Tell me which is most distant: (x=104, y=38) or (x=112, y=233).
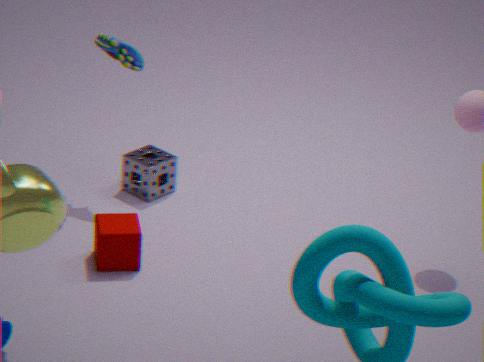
(x=104, y=38)
